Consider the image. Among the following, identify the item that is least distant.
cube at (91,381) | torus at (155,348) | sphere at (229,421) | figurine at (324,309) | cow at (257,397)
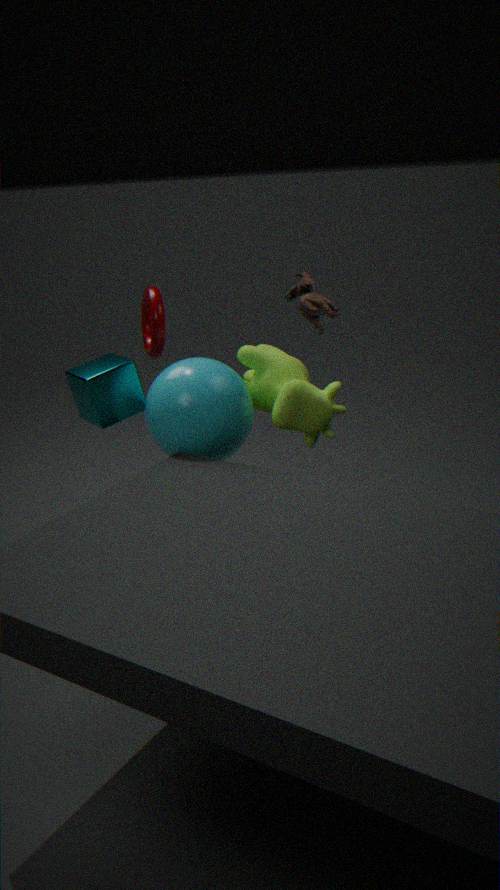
figurine at (324,309)
